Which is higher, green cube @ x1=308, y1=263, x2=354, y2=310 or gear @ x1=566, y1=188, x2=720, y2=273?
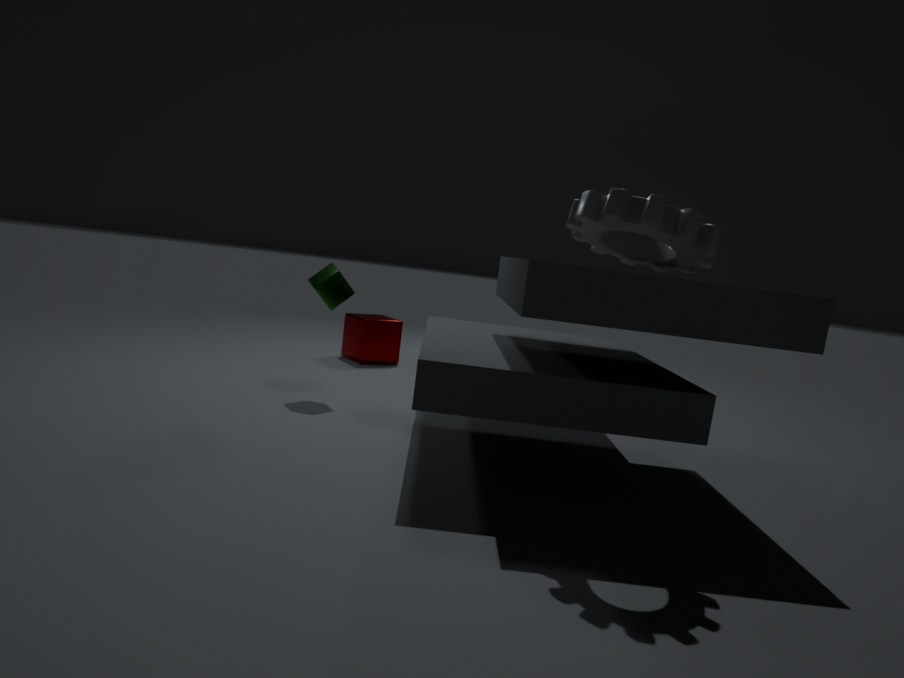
gear @ x1=566, y1=188, x2=720, y2=273
